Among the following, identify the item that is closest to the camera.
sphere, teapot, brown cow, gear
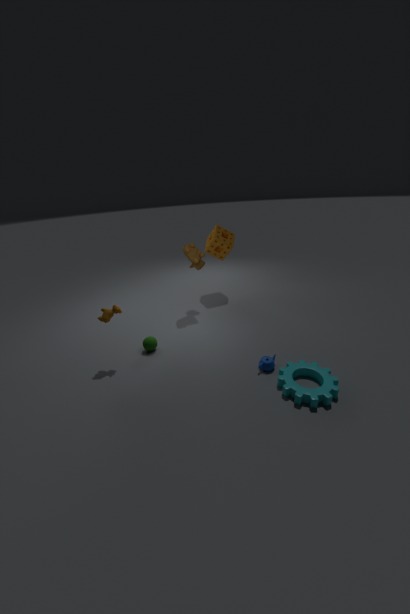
gear
